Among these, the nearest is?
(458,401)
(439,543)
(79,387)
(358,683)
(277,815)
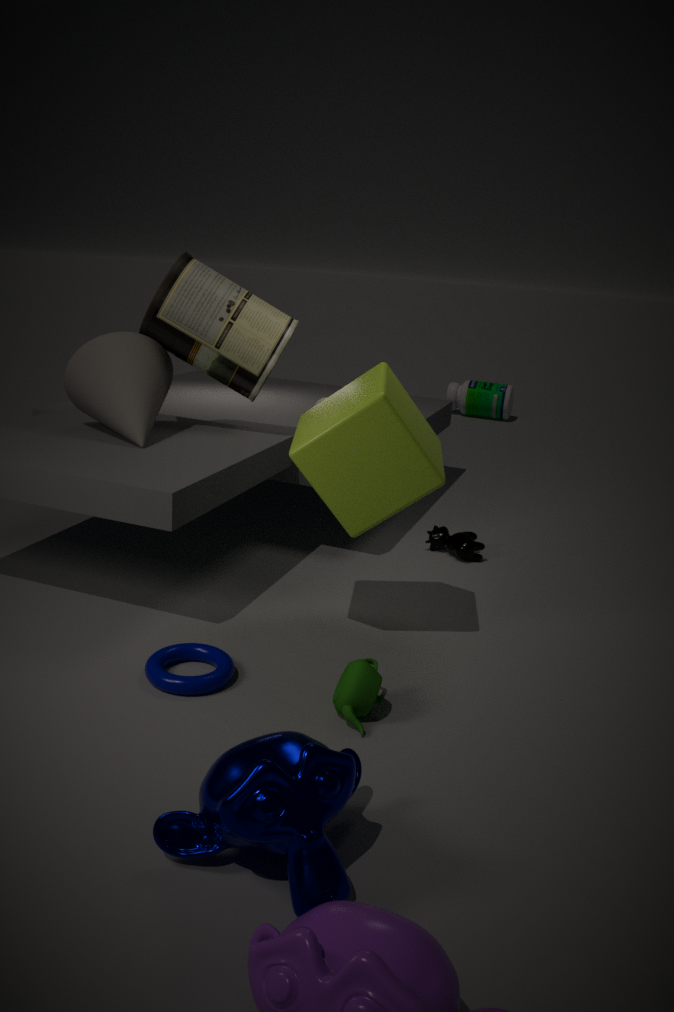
(277,815)
